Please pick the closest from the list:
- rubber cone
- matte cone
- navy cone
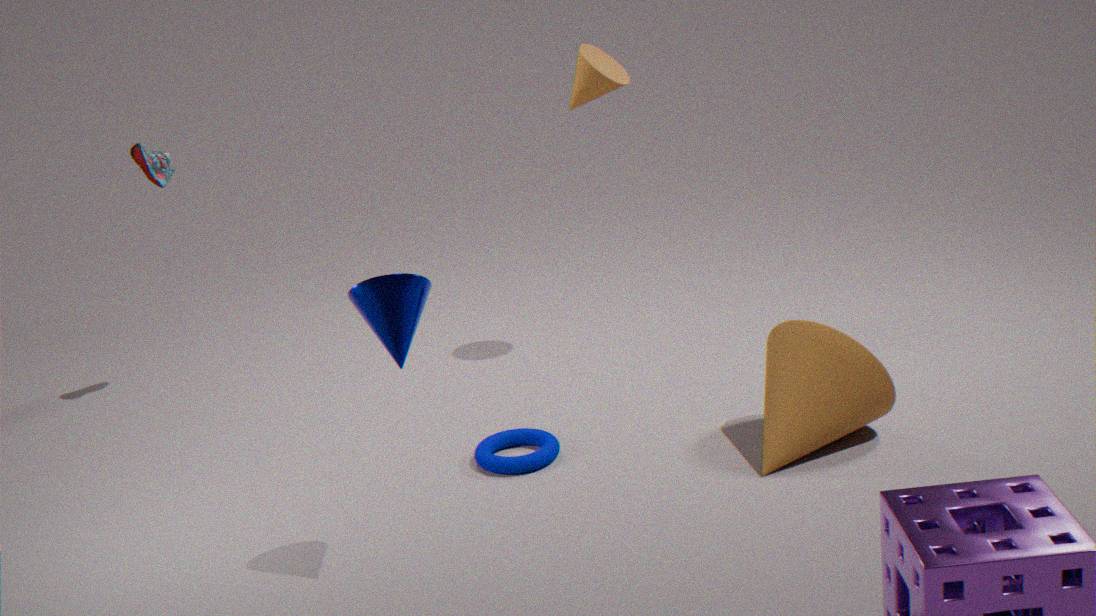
navy cone
